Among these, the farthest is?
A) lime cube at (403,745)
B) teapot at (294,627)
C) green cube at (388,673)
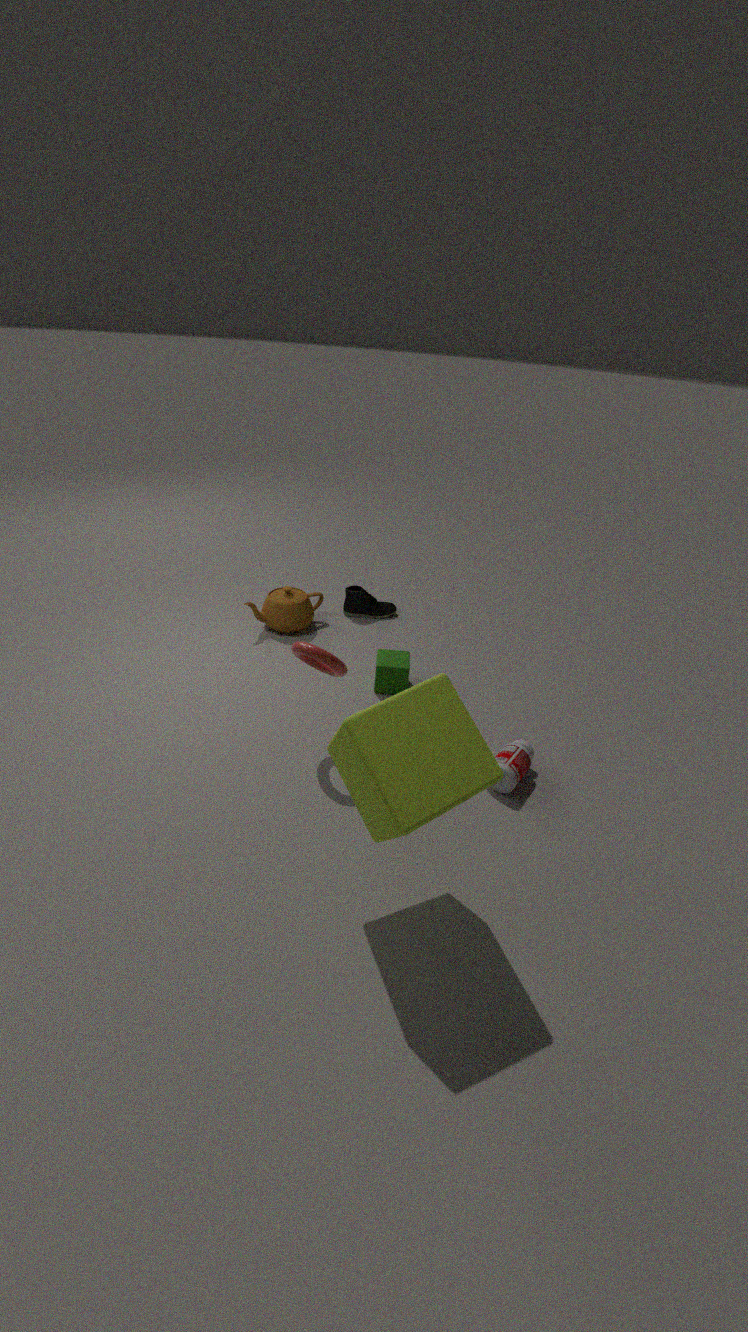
teapot at (294,627)
